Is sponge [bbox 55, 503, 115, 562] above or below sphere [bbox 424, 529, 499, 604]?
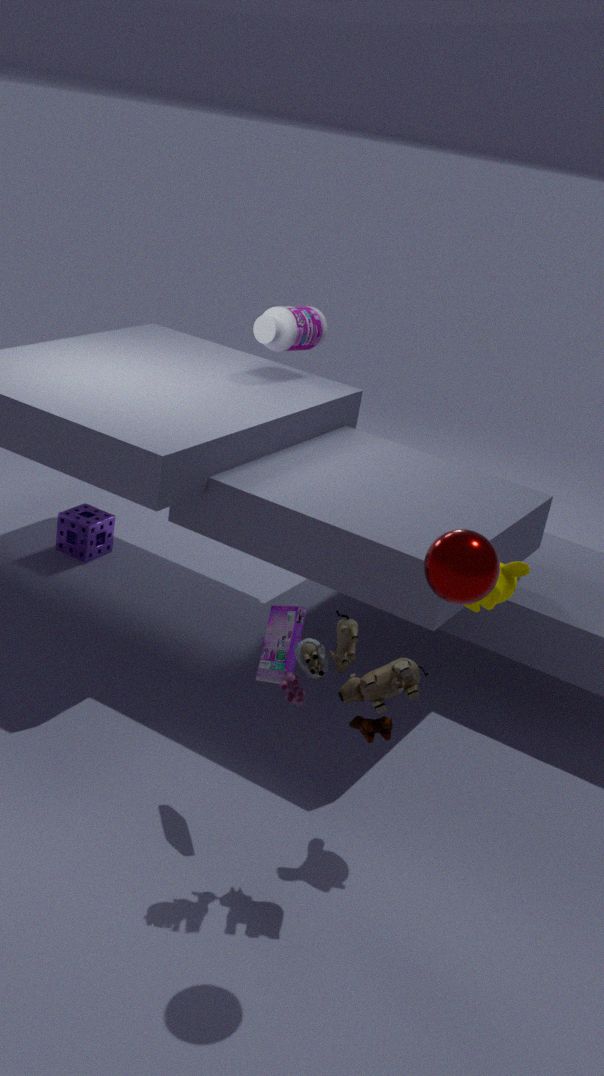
below
